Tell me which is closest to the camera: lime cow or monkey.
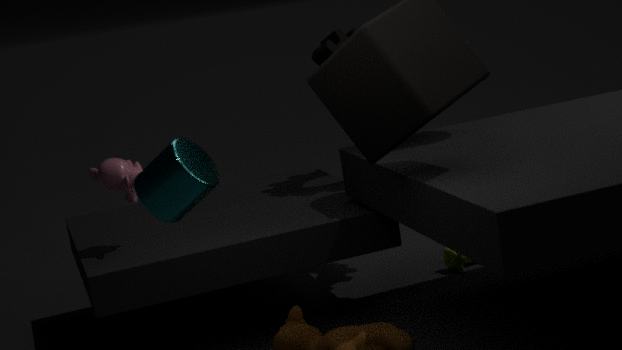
monkey
